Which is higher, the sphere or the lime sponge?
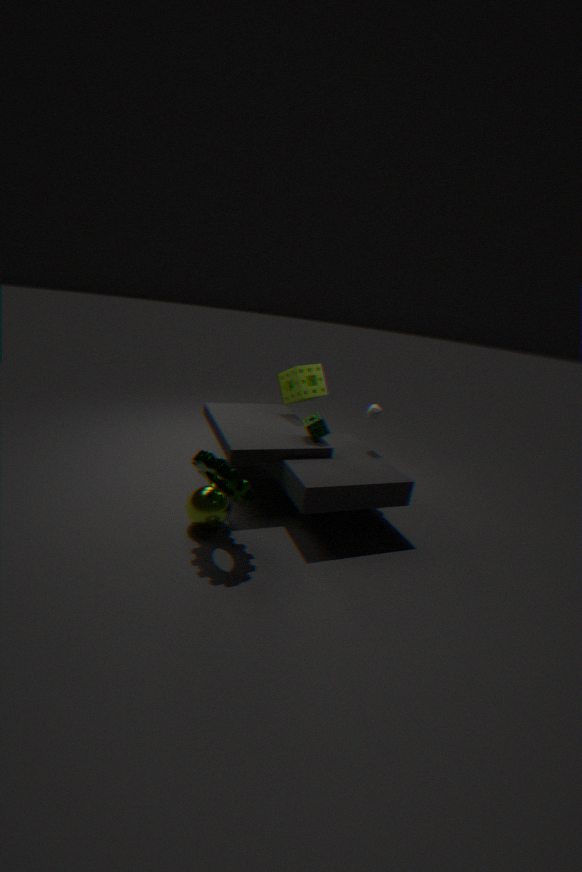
the lime sponge
